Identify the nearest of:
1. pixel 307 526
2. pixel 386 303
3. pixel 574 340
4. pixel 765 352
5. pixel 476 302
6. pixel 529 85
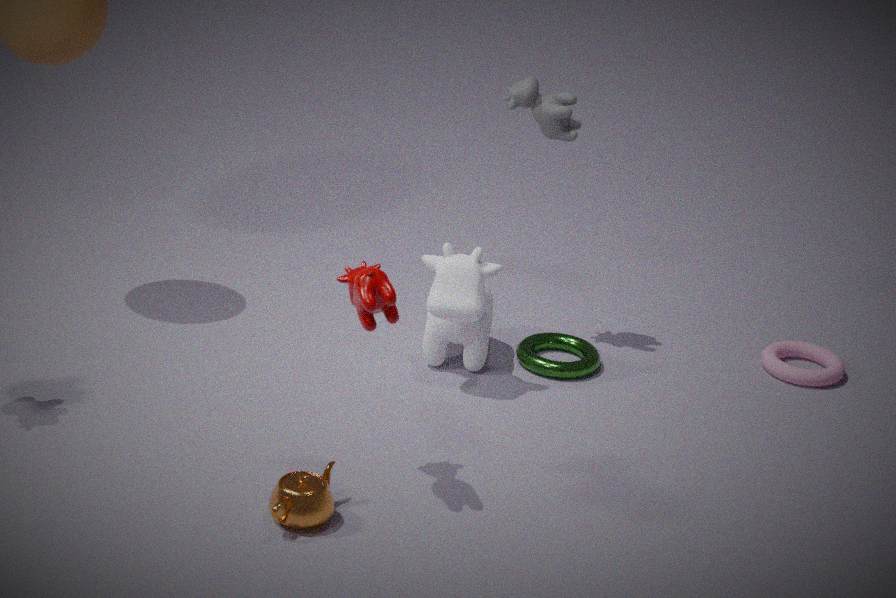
pixel 386 303
